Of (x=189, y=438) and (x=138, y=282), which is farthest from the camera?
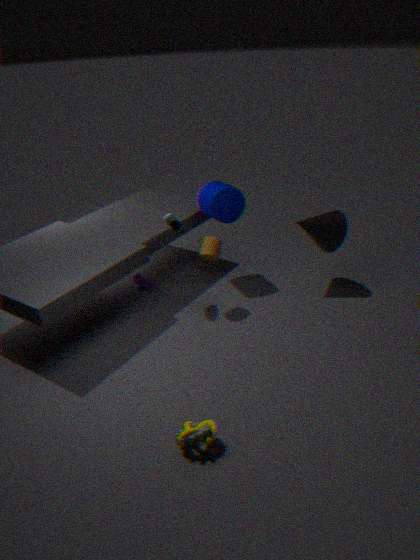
(x=138, y=282)
